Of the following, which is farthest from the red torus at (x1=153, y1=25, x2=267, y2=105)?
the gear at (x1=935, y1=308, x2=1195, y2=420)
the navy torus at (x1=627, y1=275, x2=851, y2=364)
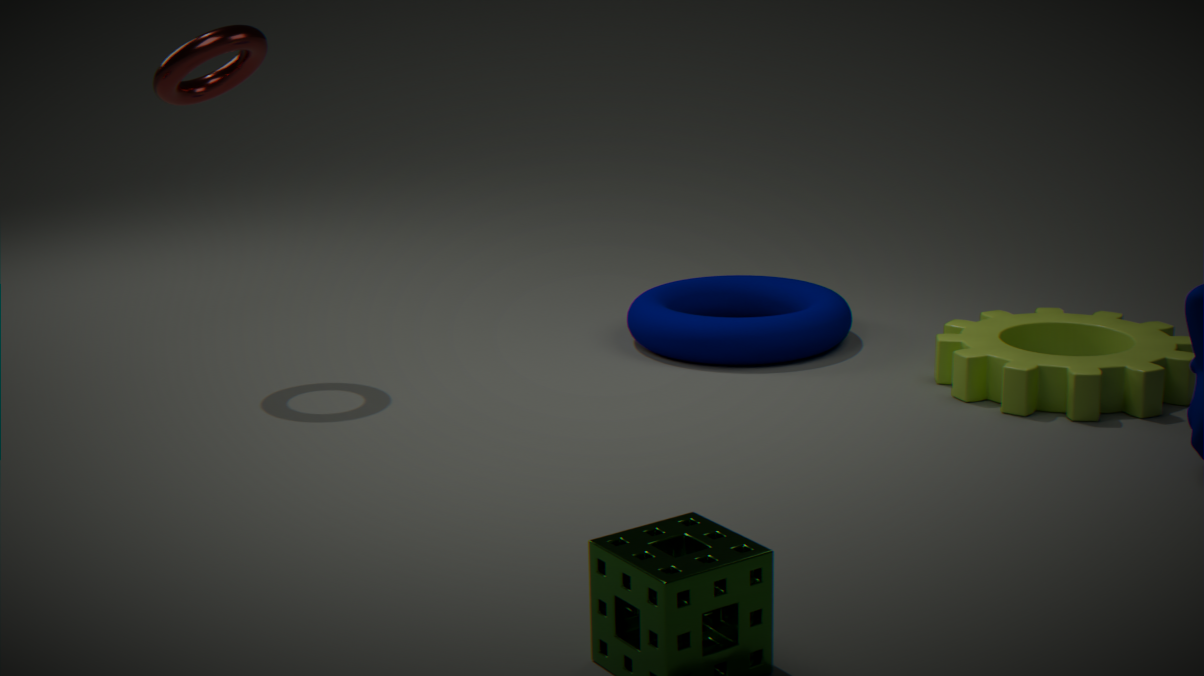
the gear at (x1=935, y1=308, x2=1195, y2=420)
